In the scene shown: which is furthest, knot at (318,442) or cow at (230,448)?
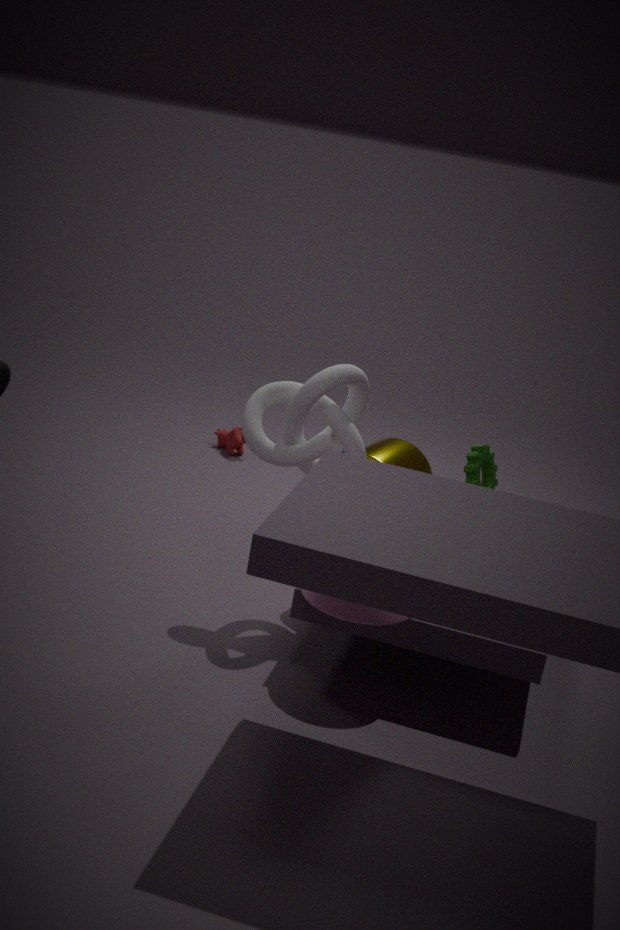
cow at (230,448)
